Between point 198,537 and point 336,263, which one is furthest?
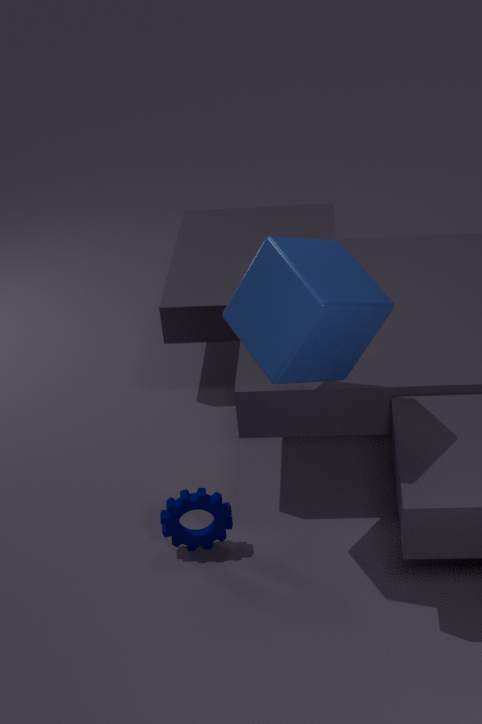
point 198,537
